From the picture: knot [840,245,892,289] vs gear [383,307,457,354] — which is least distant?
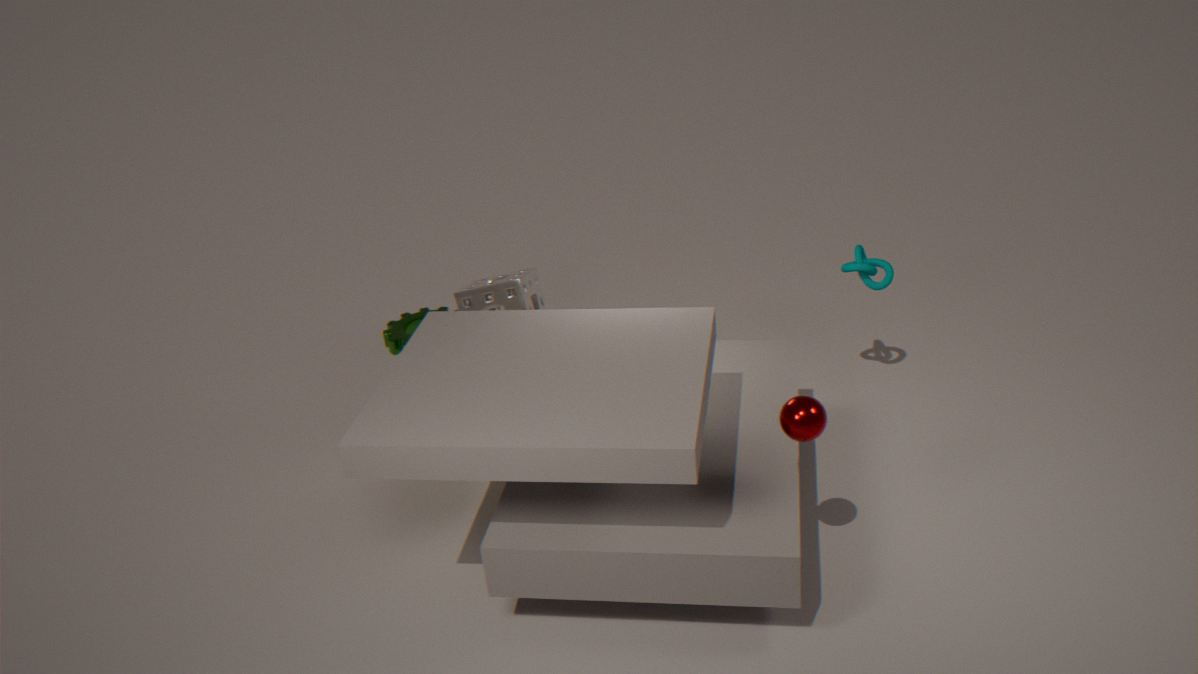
knot [840,245,892,289]
